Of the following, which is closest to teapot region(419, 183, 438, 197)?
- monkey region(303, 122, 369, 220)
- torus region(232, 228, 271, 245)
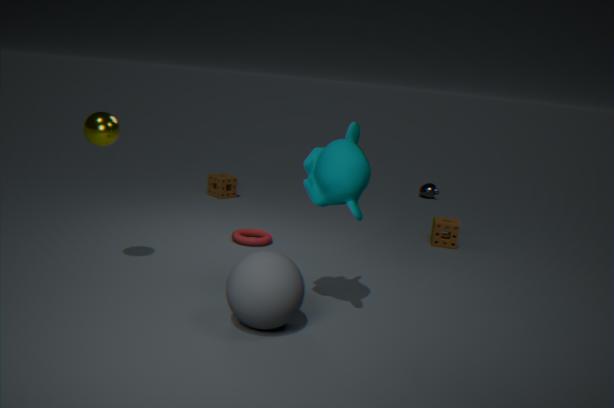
torus region(232, 228, 271, 245)
